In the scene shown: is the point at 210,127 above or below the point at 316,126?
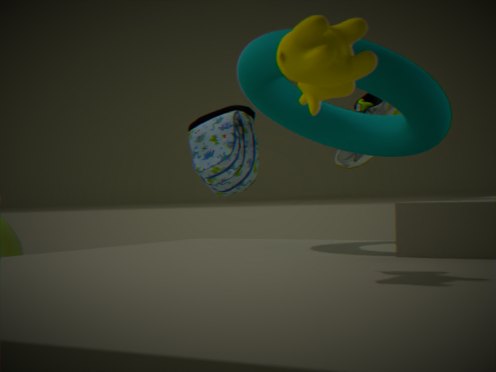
below
